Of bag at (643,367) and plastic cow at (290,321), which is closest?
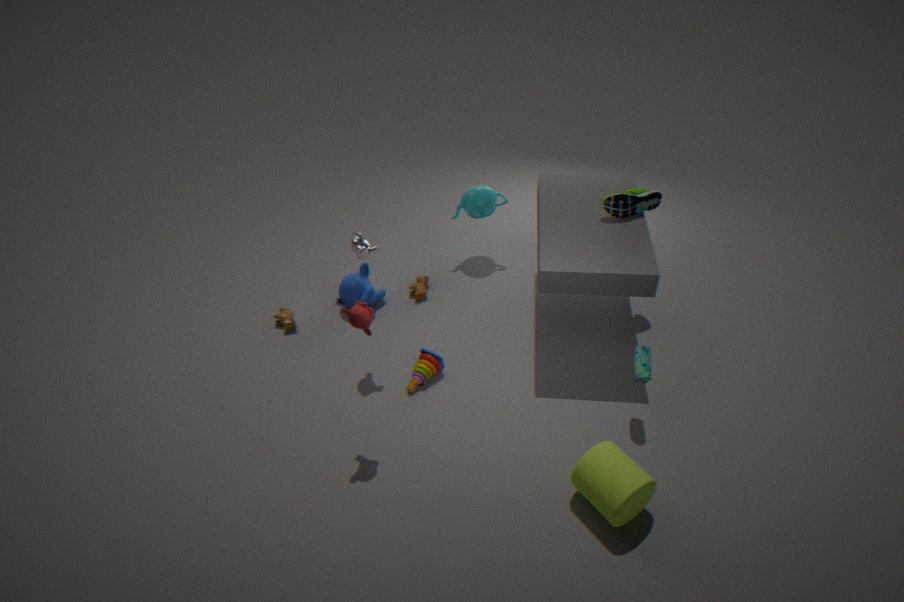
bag at (643,367)
